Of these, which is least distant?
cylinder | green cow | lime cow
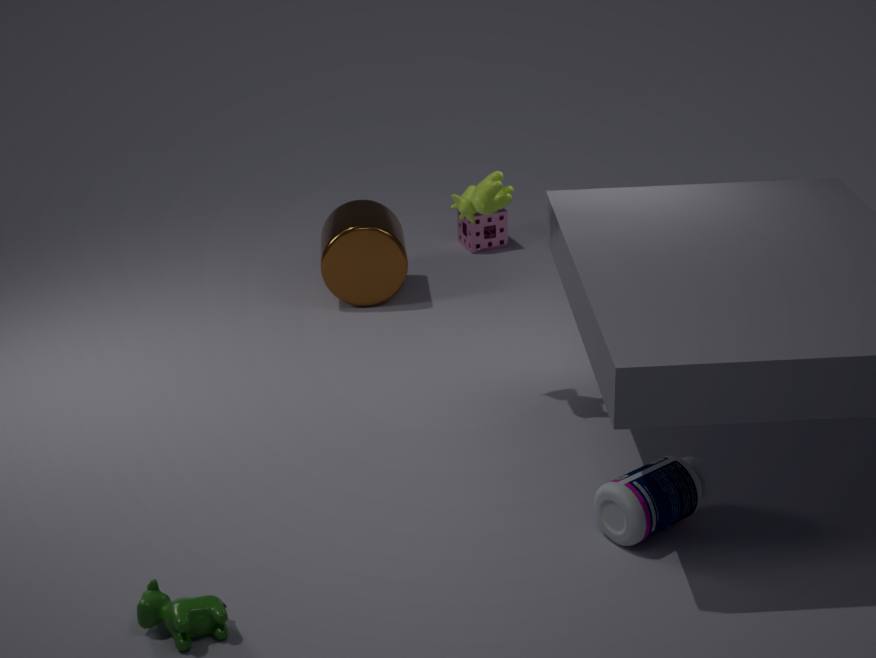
green cow
